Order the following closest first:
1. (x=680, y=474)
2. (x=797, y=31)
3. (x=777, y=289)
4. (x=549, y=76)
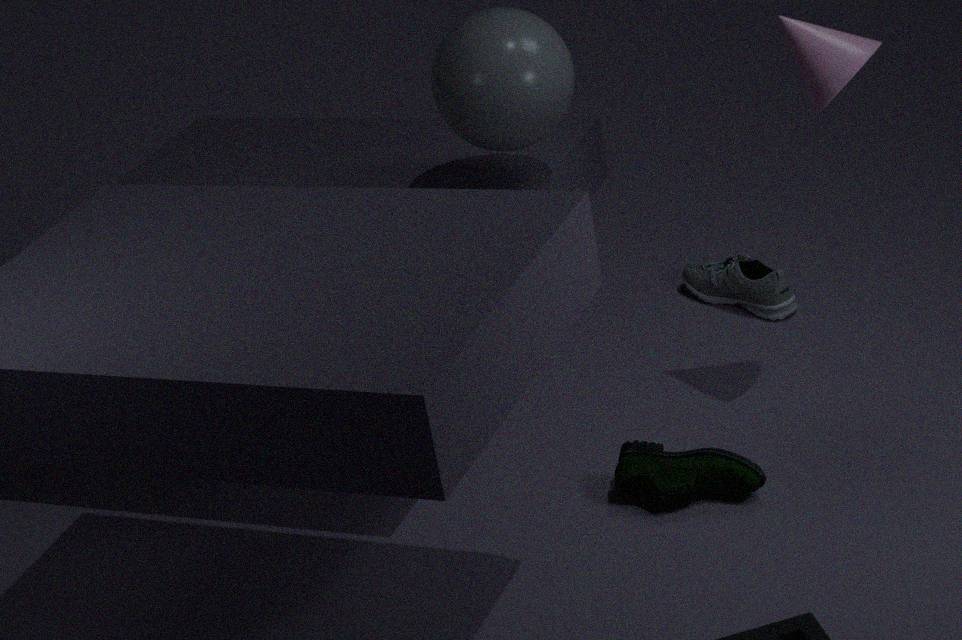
(x=797, y=31) < (x=680, y=474) < (x=549, y=76) < (x=777, y=289)
